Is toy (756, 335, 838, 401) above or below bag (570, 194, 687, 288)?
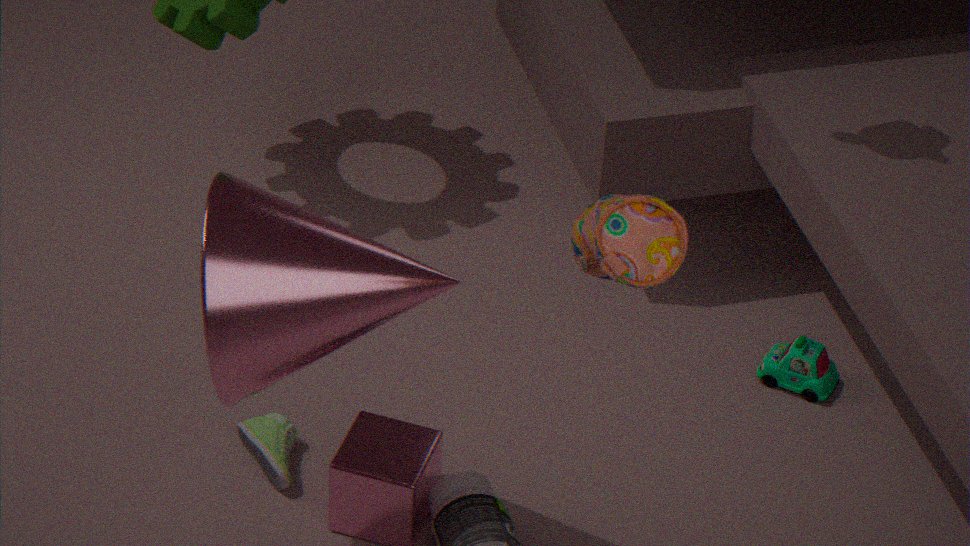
below
